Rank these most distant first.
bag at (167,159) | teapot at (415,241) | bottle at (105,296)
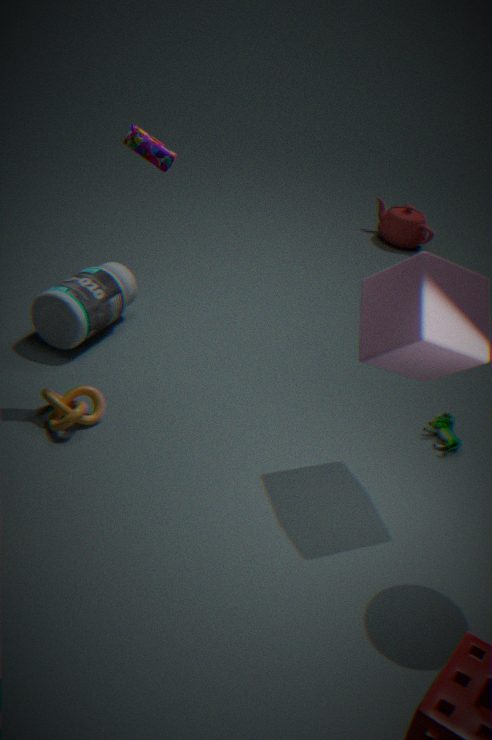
teapot at (415,241)
bottle at (105,296)
bag at (167,159)
